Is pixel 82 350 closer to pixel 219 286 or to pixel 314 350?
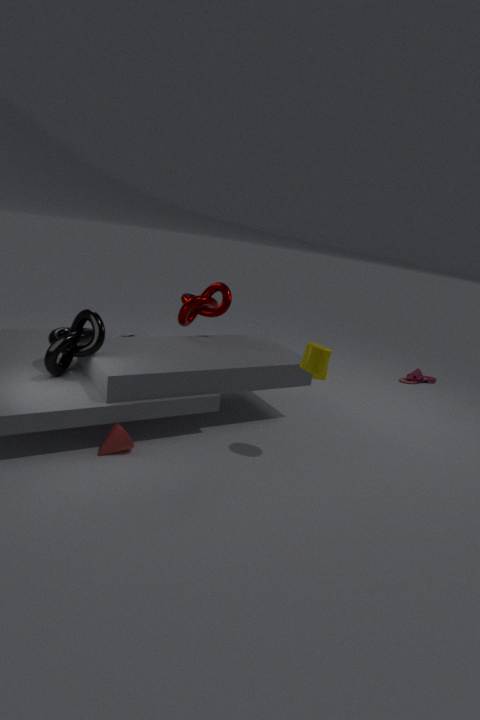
pixel 219 286
